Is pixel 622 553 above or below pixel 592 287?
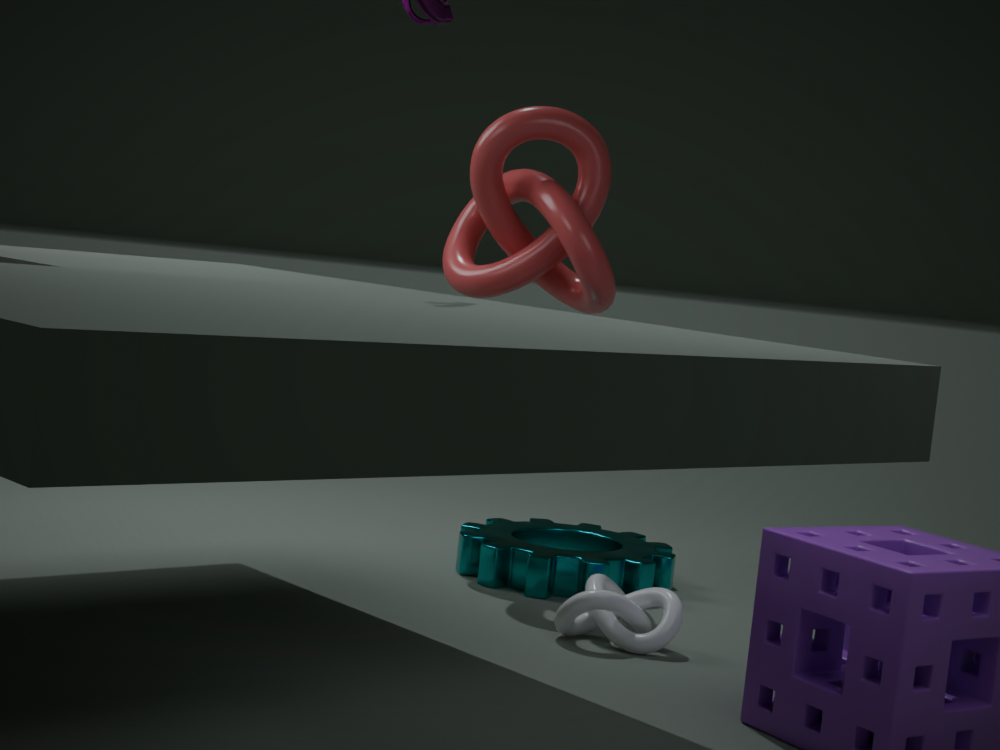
below
